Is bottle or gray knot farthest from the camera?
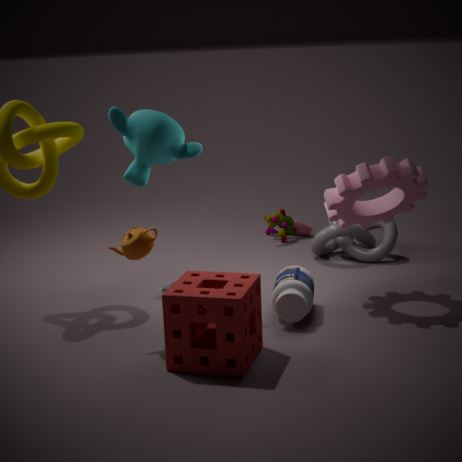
gray knot
